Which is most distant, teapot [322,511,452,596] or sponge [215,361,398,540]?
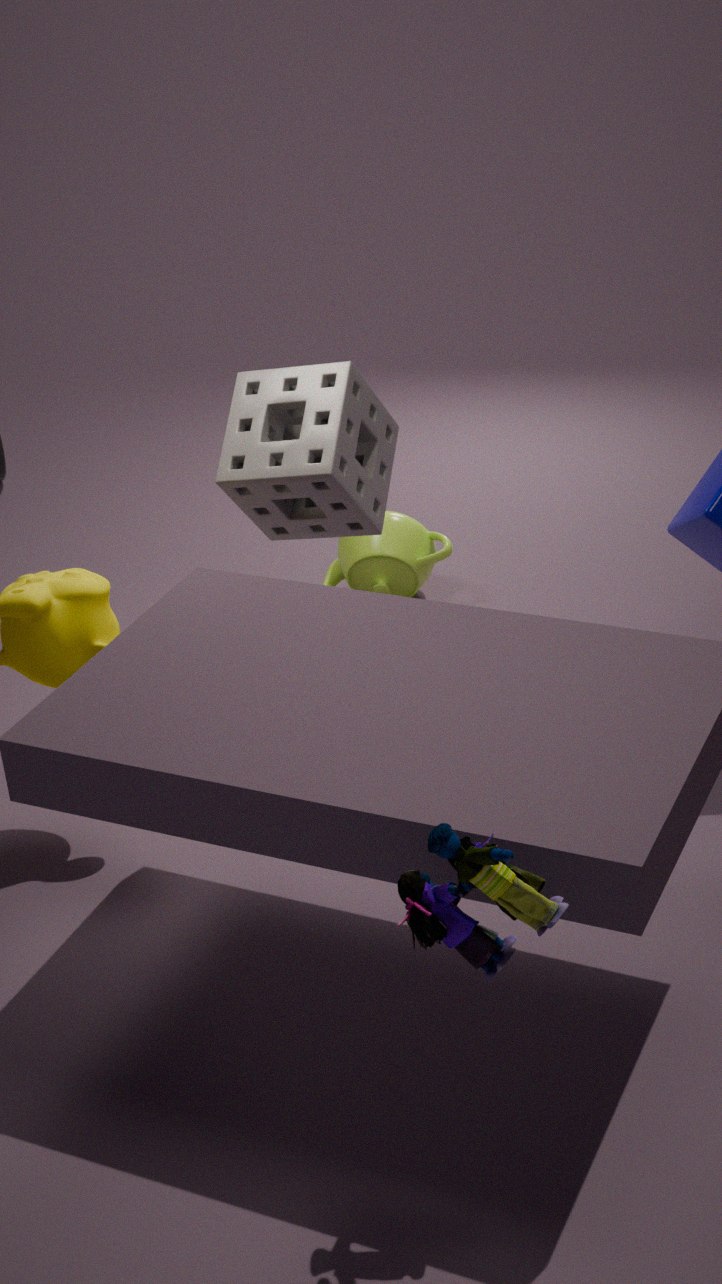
teapot [322,511,452,596]
